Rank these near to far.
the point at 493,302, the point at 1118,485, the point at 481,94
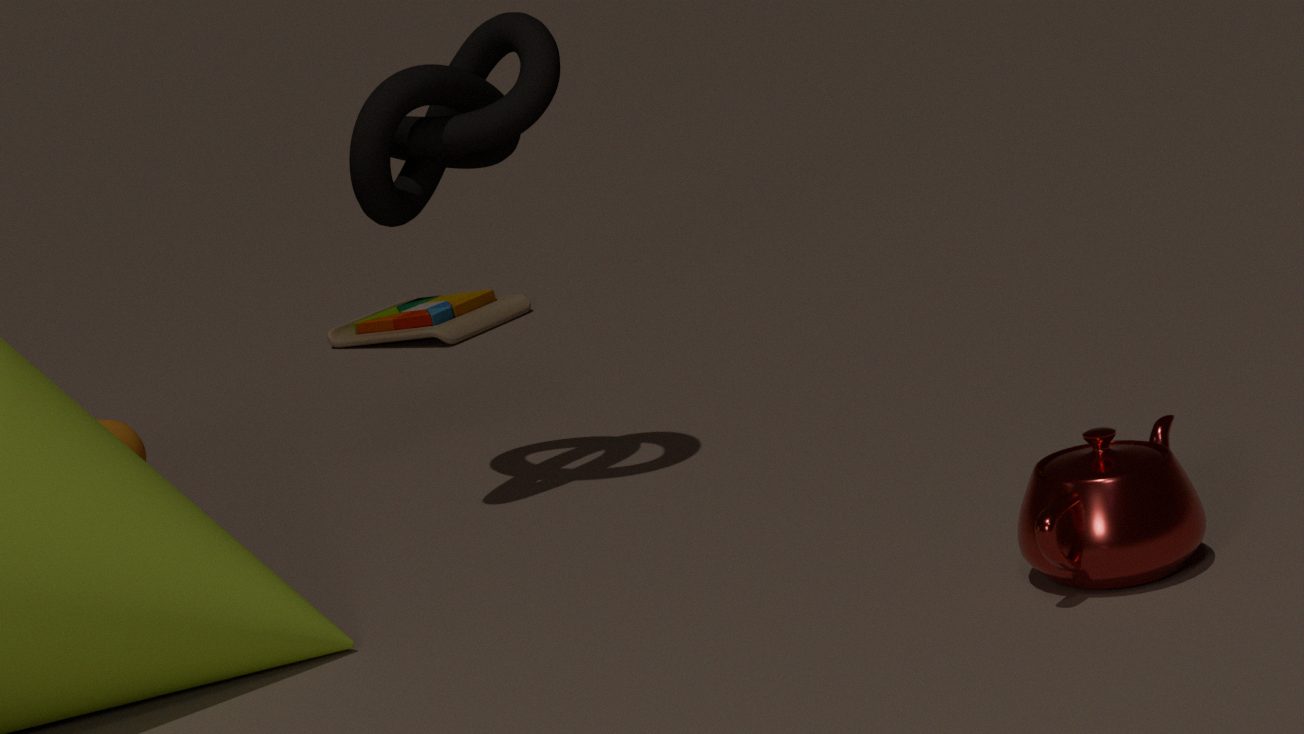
the point at 1118,485 < the point at 481,94 < the point at 493,302
